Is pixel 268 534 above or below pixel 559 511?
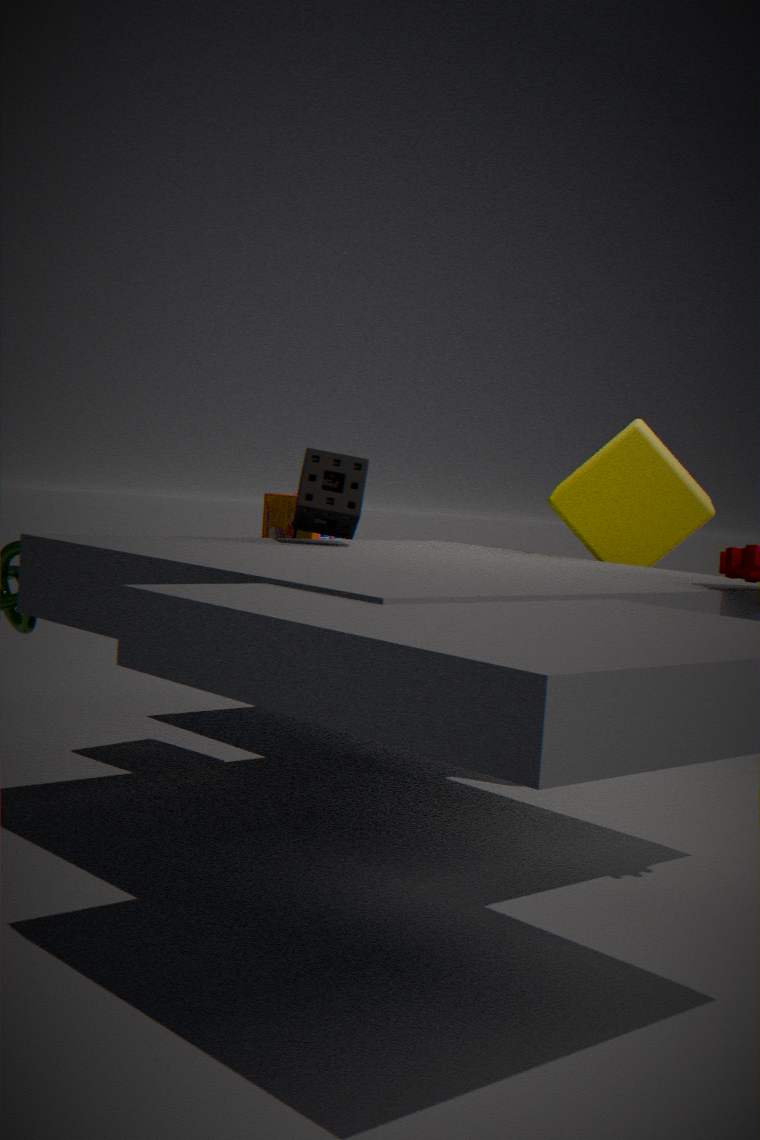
below
